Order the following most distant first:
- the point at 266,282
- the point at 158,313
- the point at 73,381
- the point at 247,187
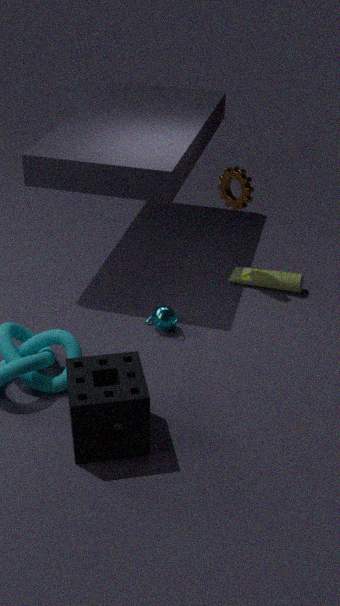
1. the point at 266,282
2. the point at 247,187
3. the point at 158,313
4. the point at 73,381
